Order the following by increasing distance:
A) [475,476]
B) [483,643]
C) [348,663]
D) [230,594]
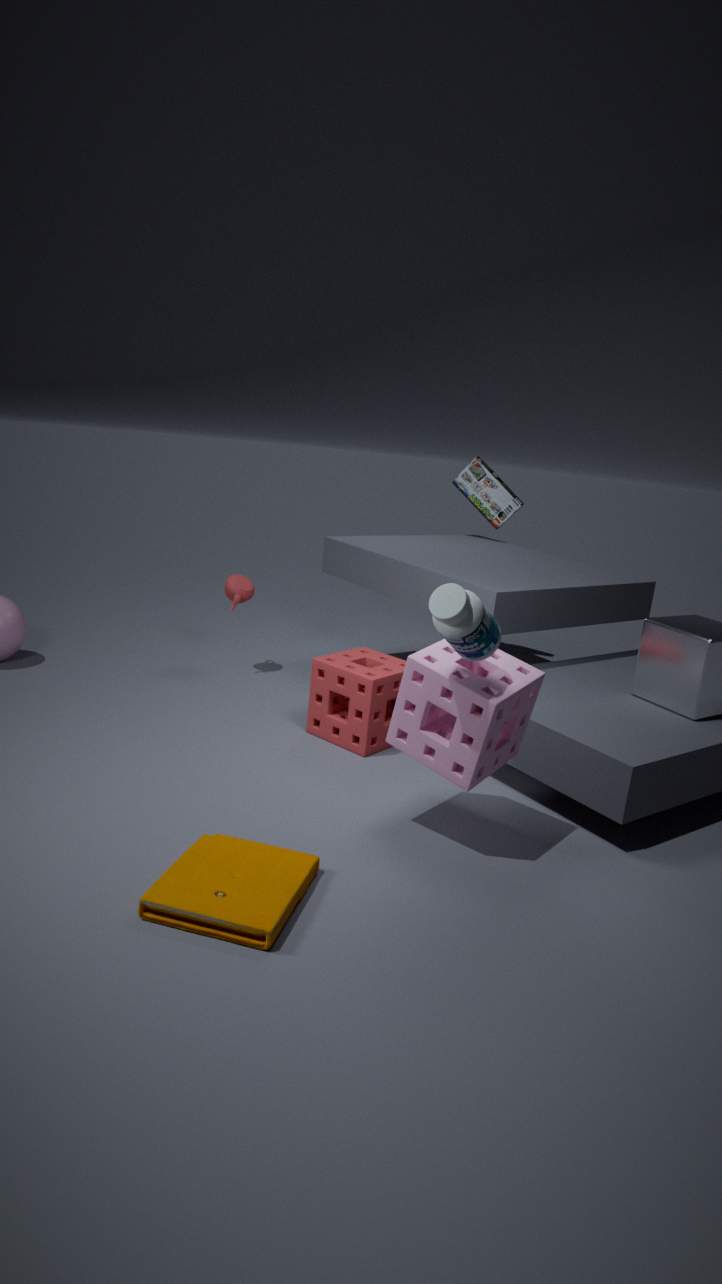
1. [483,643]
2. [348,663]
3. [230,594]
4. [475,476]
